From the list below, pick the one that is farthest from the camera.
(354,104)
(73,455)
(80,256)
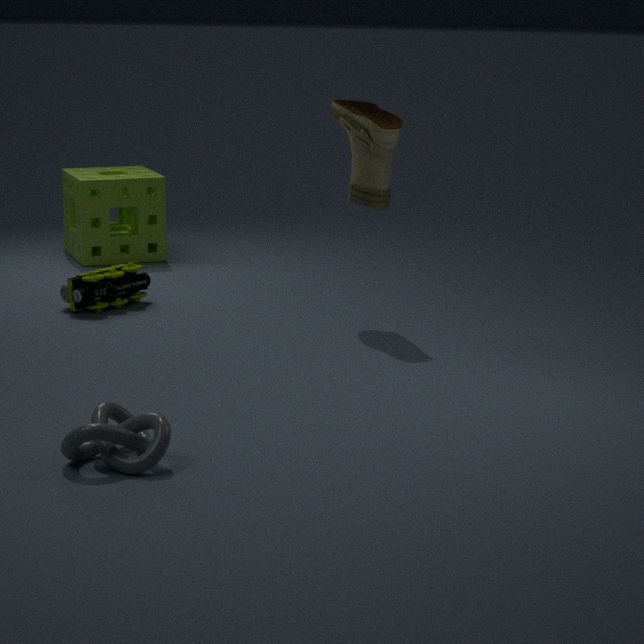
(80,256)
